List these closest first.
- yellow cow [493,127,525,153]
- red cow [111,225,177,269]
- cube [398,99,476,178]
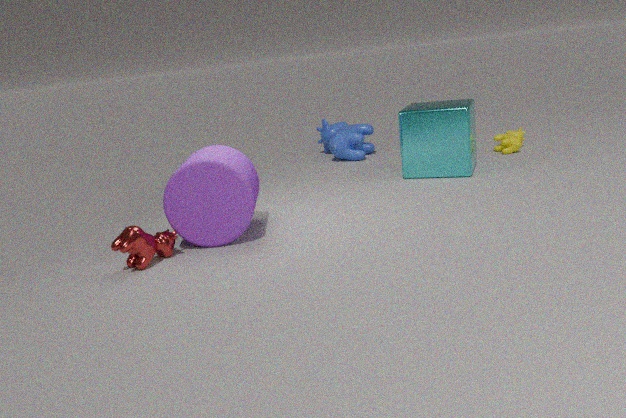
red cow [111,225,177,269] → cube [398,99,476,178] → yellow cow [493,127,525,153]
